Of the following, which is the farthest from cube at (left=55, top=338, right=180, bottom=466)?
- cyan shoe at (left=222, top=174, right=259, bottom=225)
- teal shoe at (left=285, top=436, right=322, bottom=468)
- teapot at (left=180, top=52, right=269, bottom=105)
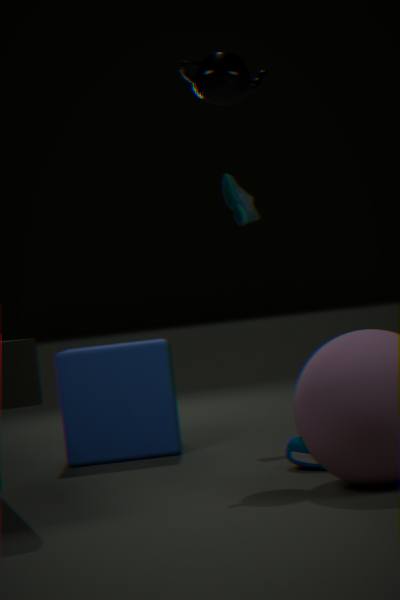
teapot at (left=180, top=52, right=269, bottom=105)
